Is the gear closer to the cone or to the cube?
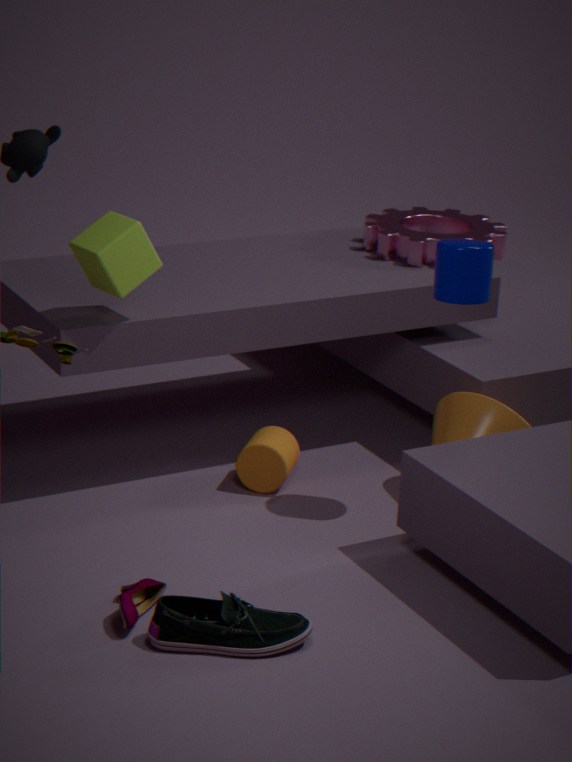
the cone
